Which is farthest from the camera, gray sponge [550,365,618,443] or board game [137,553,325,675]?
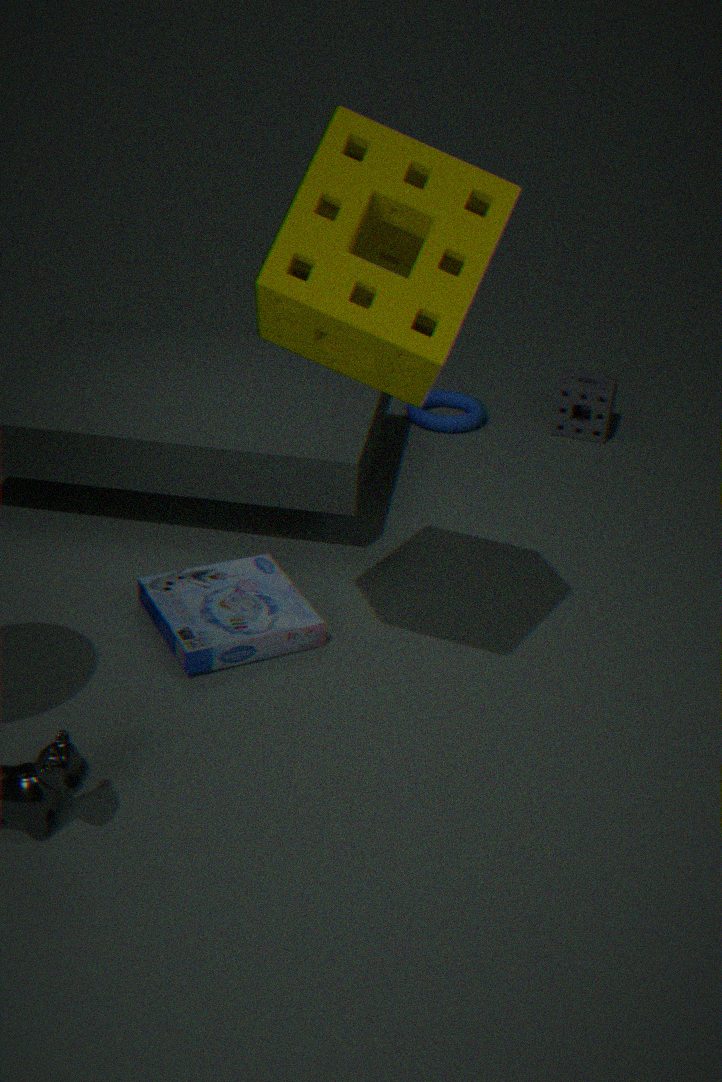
gray sponge [550,365,618,443]
